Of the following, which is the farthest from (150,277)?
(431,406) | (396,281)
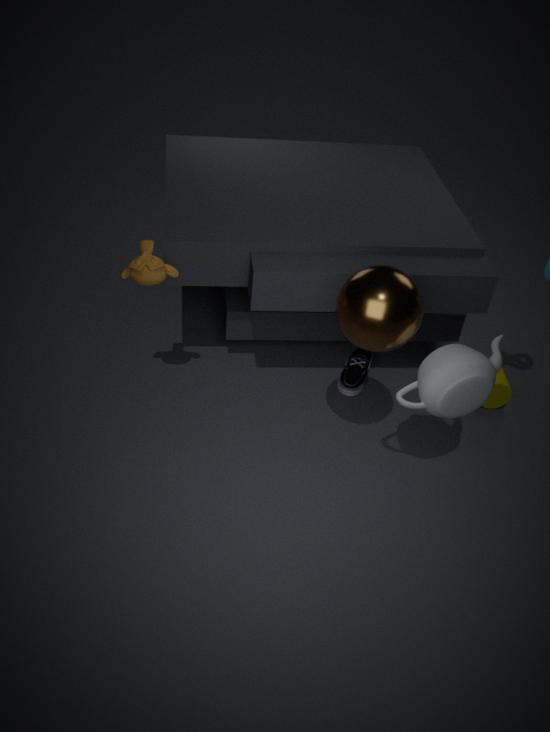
(431,406)
